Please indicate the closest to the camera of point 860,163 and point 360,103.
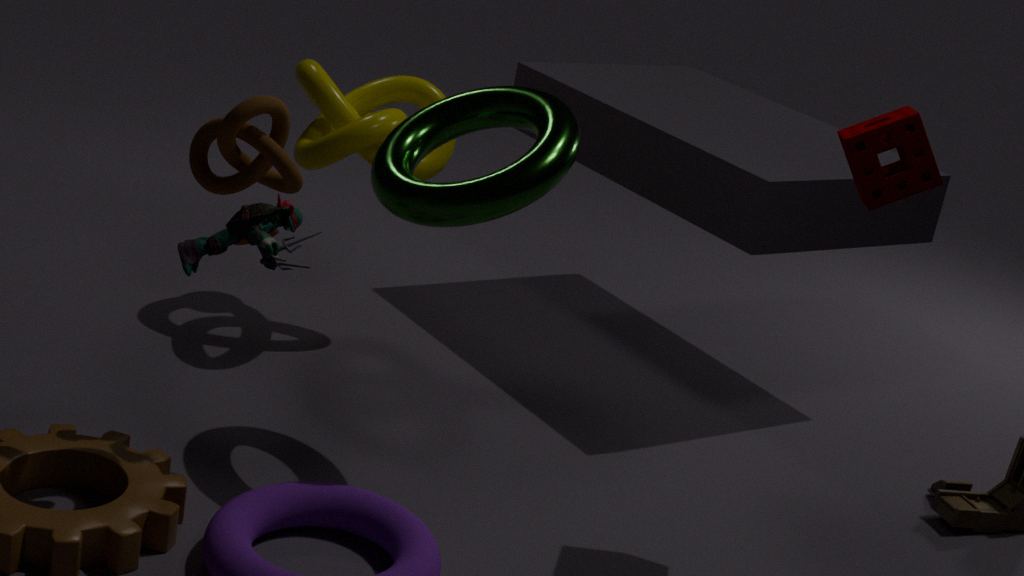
point 860,163
